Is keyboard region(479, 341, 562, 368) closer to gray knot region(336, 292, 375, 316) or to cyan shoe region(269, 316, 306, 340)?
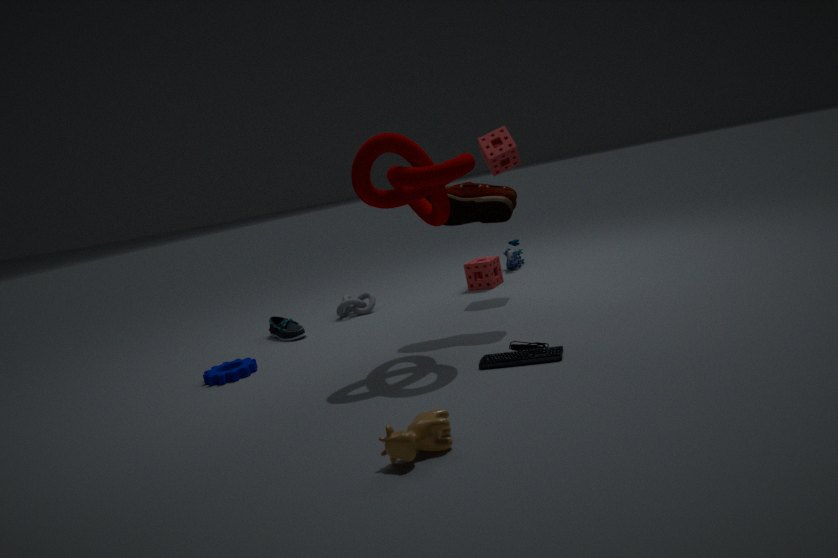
cyan shoe region(269, 316, 306, 340)
